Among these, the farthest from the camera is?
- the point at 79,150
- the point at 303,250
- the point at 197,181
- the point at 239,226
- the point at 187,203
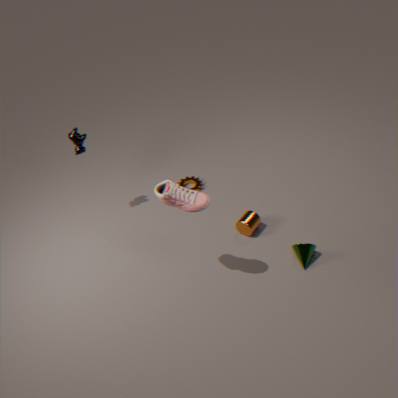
the point at 197,181
